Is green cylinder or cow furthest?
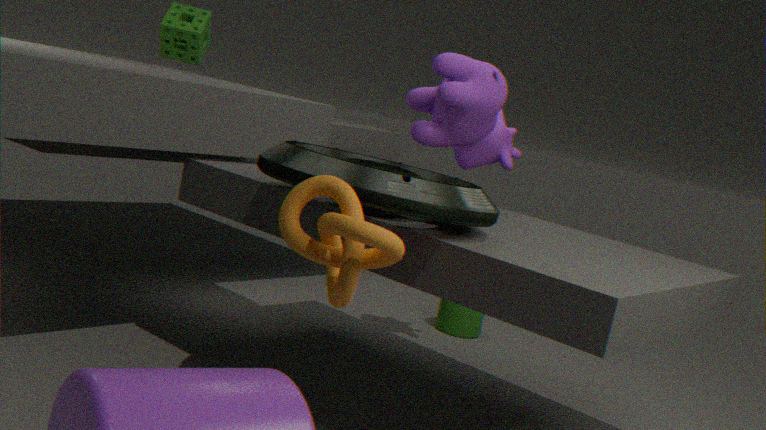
green cylinder
